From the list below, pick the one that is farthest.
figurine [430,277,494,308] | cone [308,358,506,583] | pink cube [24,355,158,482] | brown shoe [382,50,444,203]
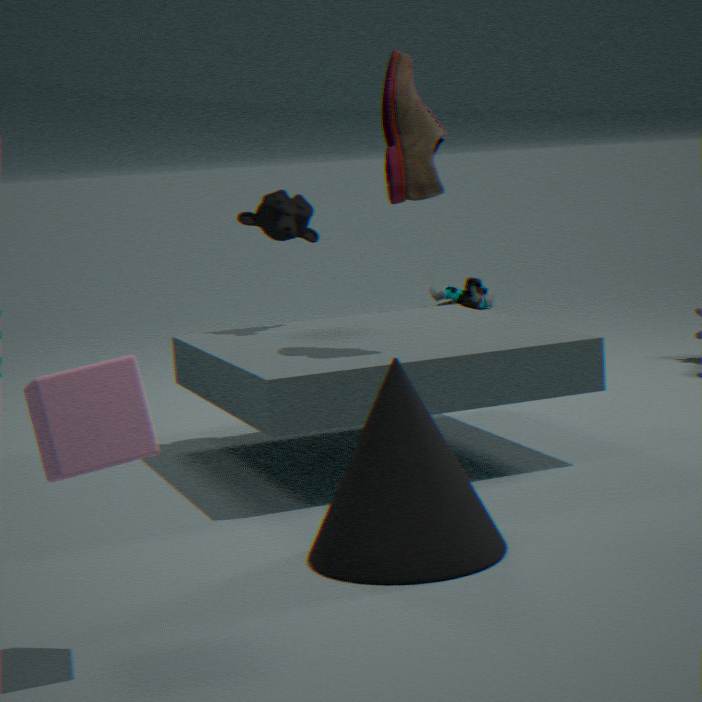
figurine [430,277,494,308]
